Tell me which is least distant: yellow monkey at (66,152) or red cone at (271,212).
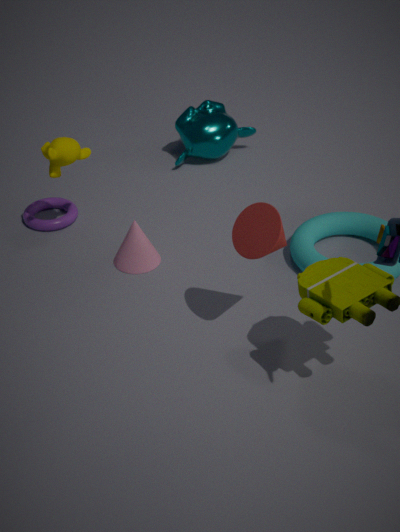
red cone at (271,212)
